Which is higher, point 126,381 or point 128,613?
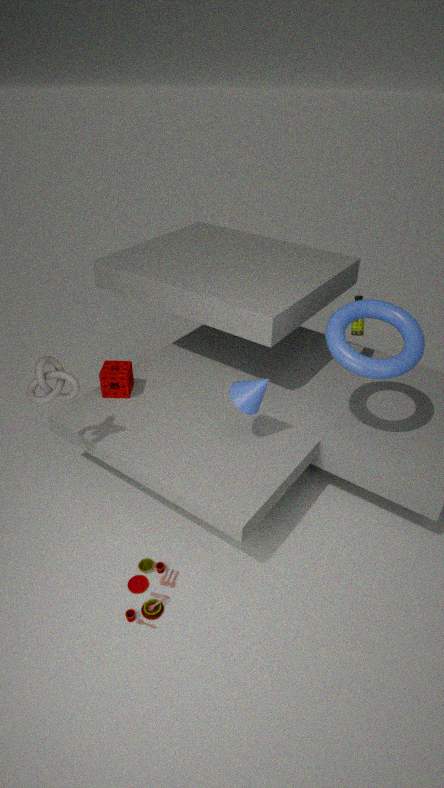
point 126,381
